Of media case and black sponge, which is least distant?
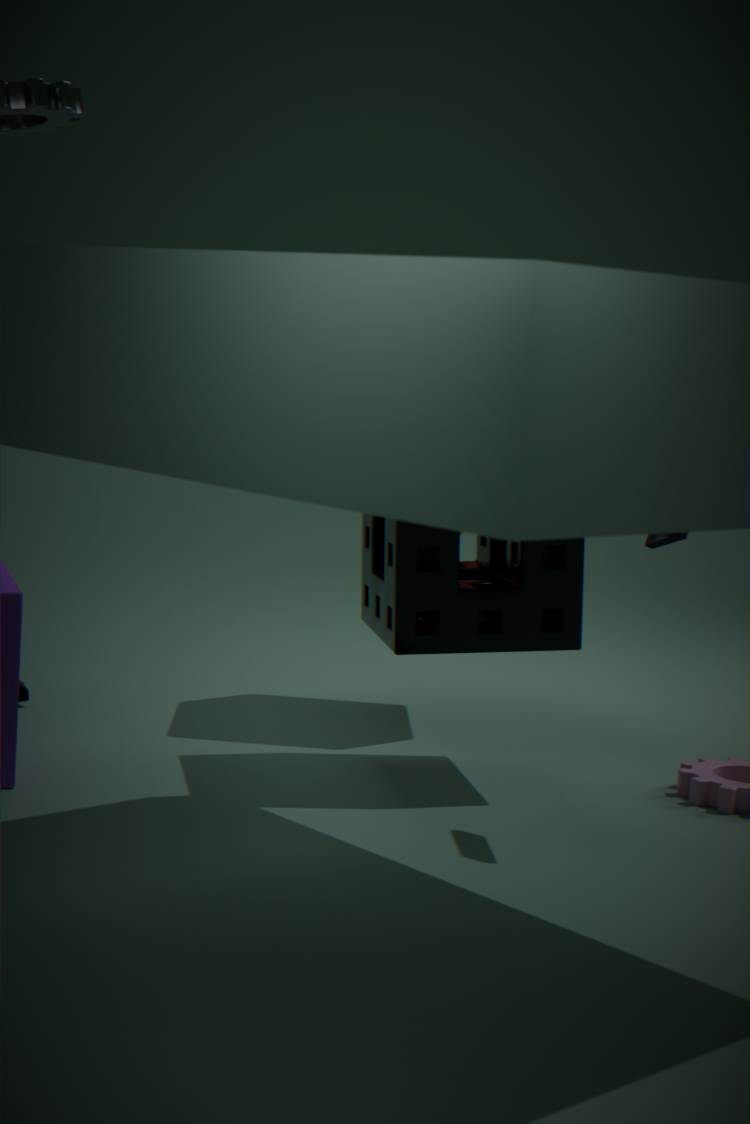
media case
